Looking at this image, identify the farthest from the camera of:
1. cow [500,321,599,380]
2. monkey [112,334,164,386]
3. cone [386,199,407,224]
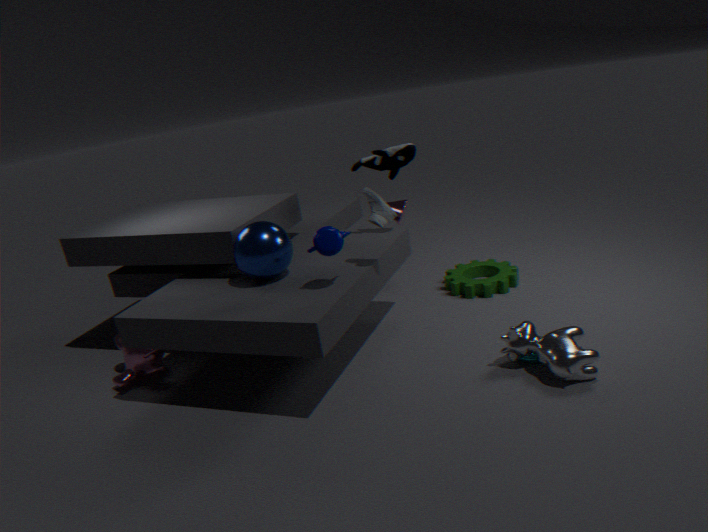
cone [386,199,407,224]
